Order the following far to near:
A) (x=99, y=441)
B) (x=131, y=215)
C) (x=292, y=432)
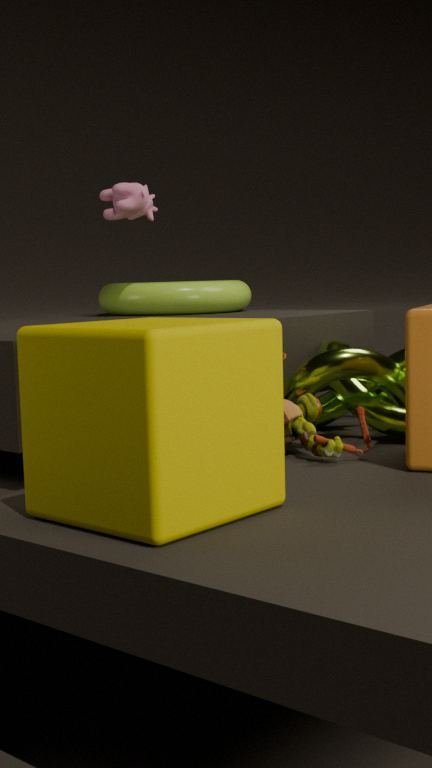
(x=131, y=215)
(x=292, y=432)
(x=99, y=441)
